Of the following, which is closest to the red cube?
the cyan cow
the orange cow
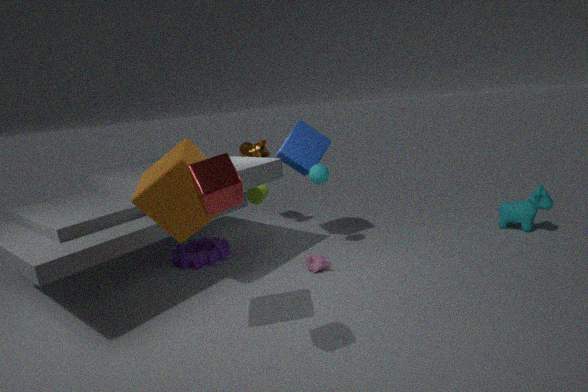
the orange cow
